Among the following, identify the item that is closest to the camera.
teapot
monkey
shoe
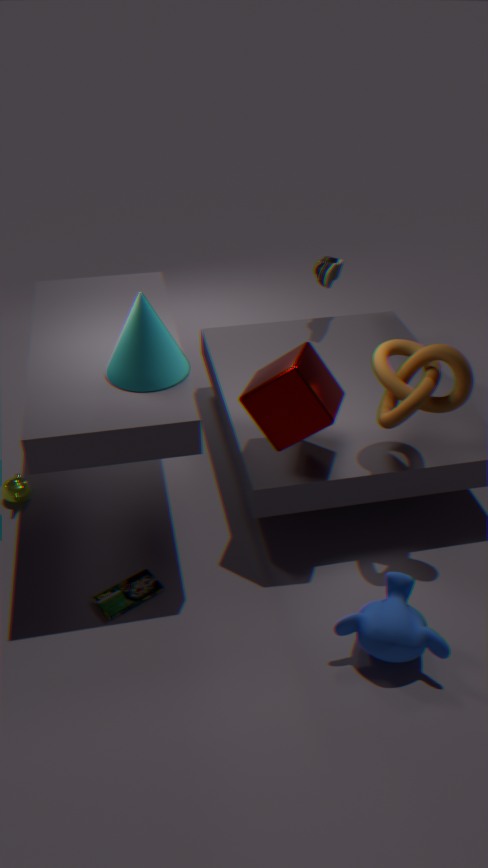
monkey
